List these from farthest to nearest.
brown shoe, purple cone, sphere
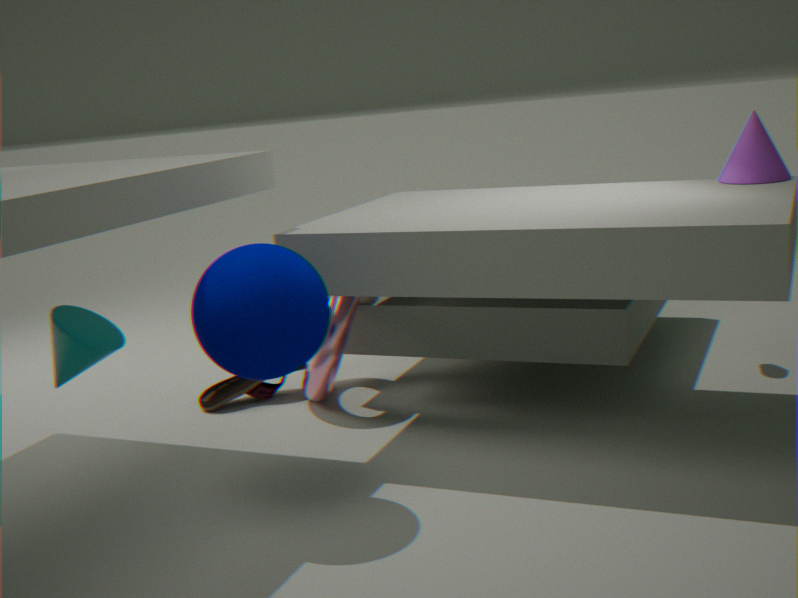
brown shoe → purple cone → sphere
